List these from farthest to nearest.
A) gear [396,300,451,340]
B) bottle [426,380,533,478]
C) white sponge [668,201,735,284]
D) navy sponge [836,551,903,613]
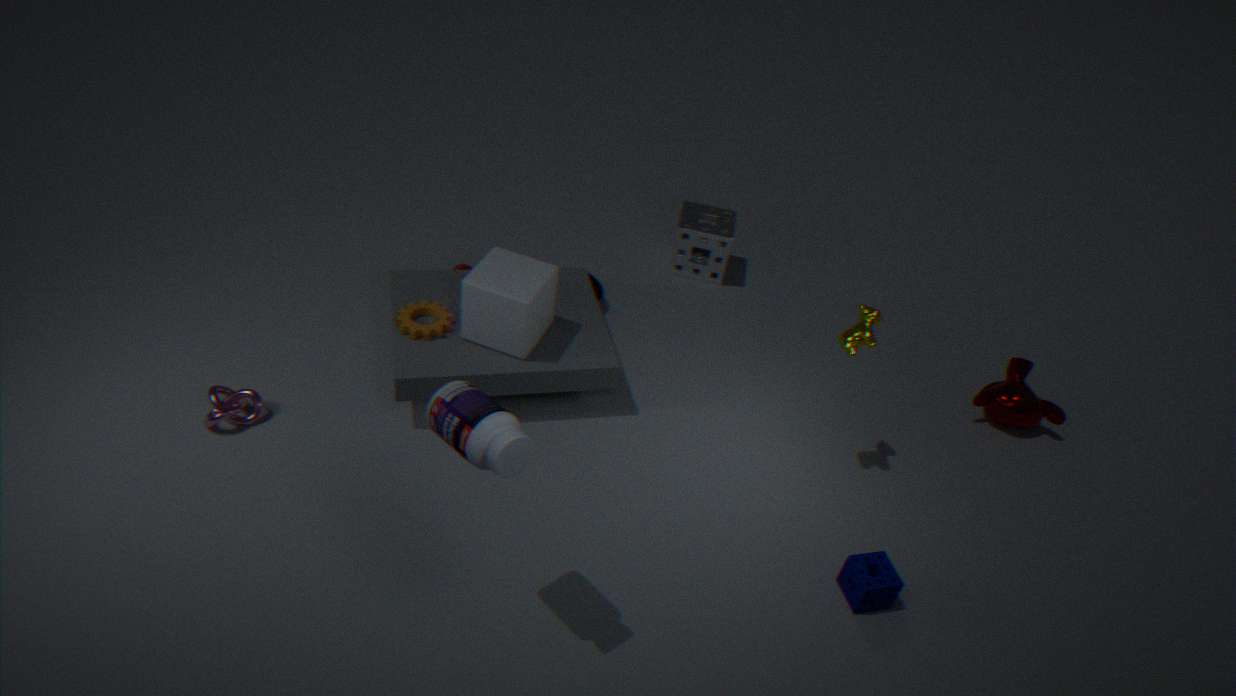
C. white sponge [668,201,735,284] → A. gear [396,300,451,340] → D. navy sponge [836,551,903,613] → B. bottle [426,380,533,478]
